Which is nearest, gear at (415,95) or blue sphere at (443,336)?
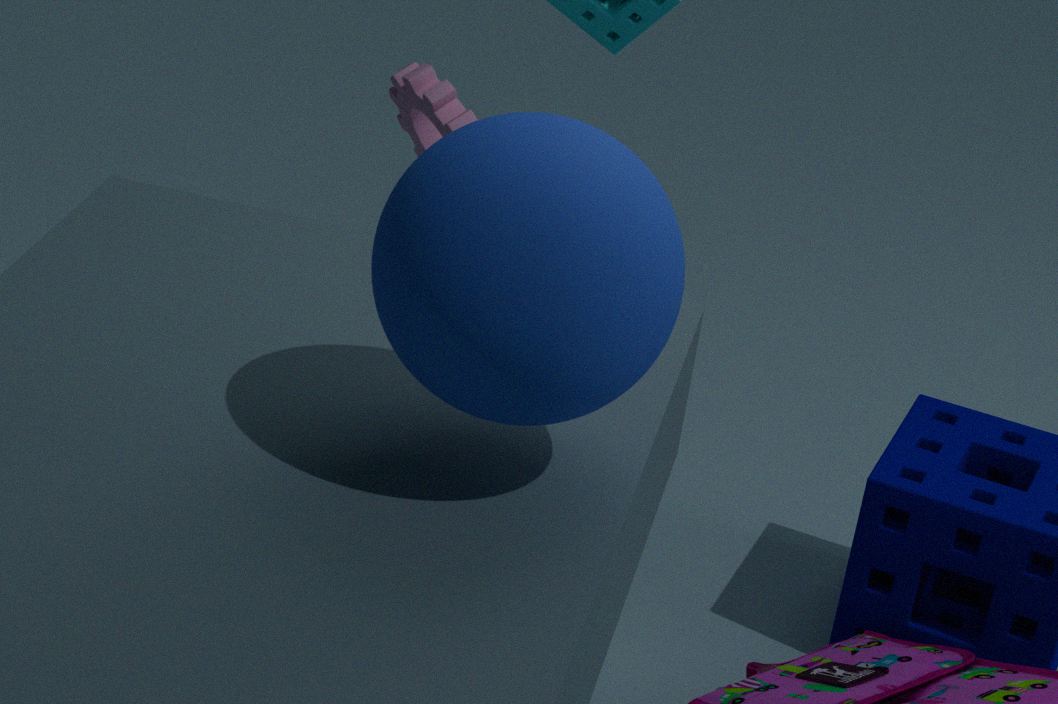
blue sphere at (443,336)
